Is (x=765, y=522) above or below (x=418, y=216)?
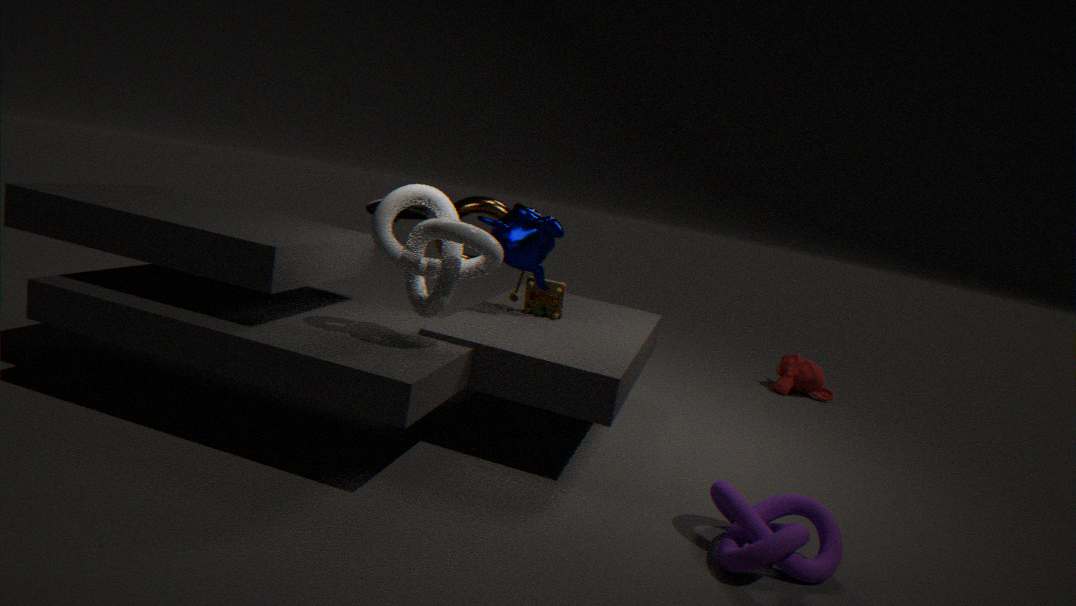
below
